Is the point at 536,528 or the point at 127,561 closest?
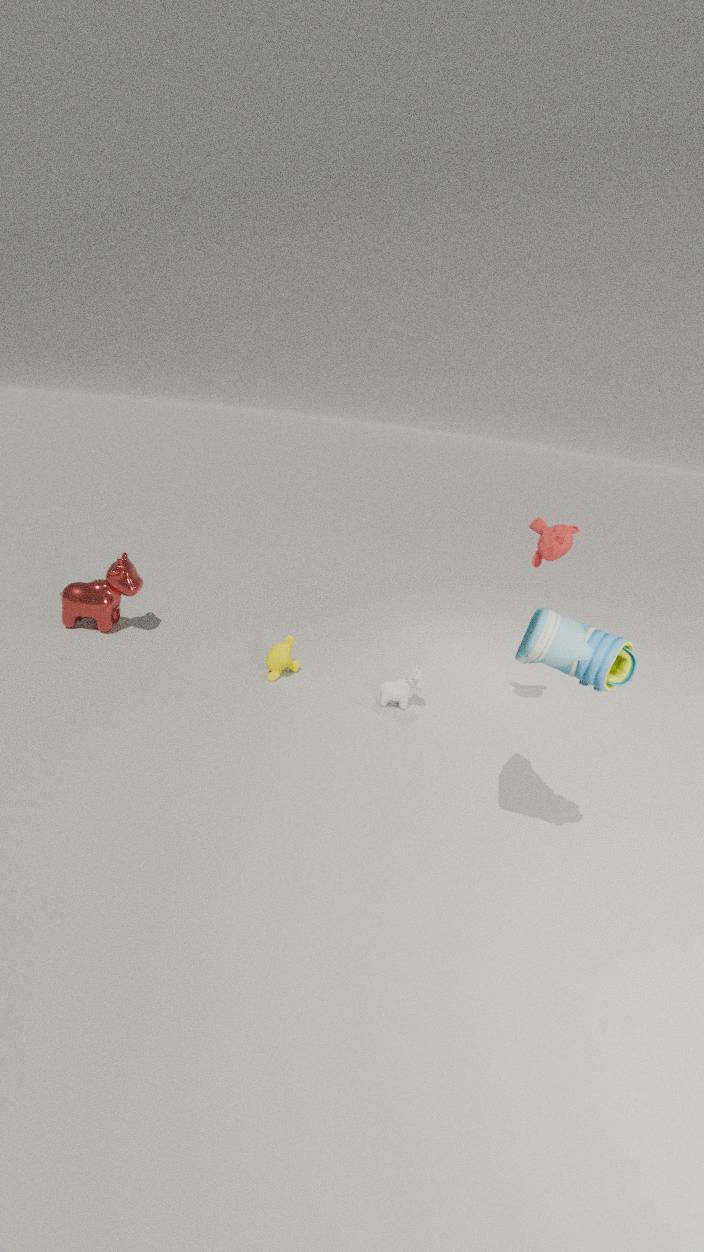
the point at 536,528
